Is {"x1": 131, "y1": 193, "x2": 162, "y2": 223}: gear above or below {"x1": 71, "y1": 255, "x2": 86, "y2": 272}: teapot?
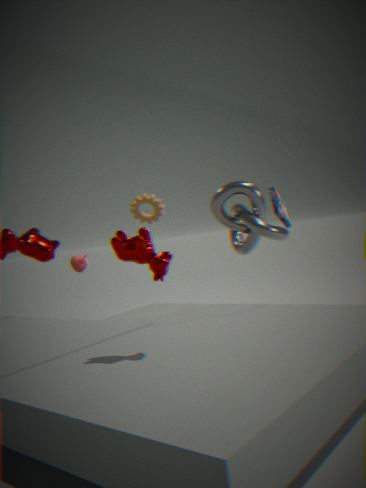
above
